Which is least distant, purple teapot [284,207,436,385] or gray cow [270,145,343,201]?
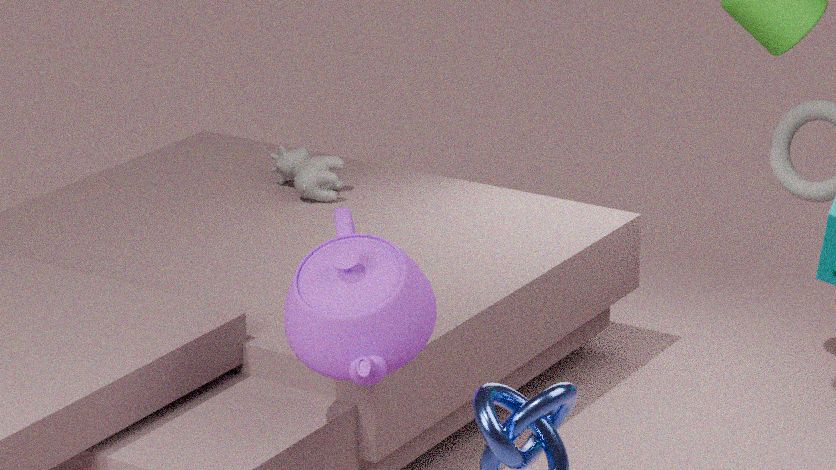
purple teapot [284,207,436,385]
